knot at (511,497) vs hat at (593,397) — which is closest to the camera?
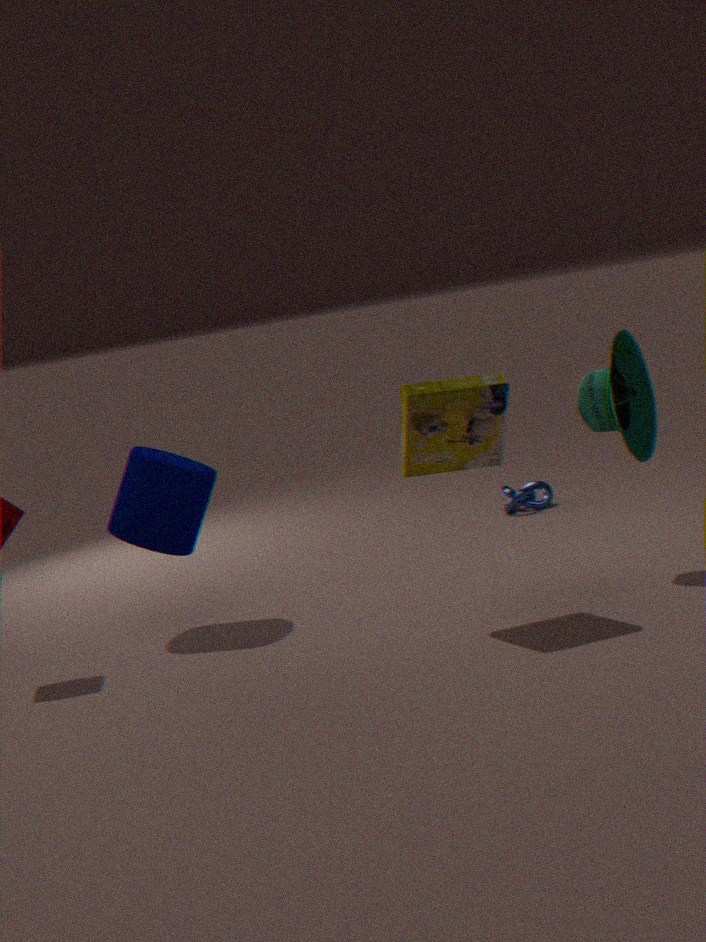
hat at (593,397)
